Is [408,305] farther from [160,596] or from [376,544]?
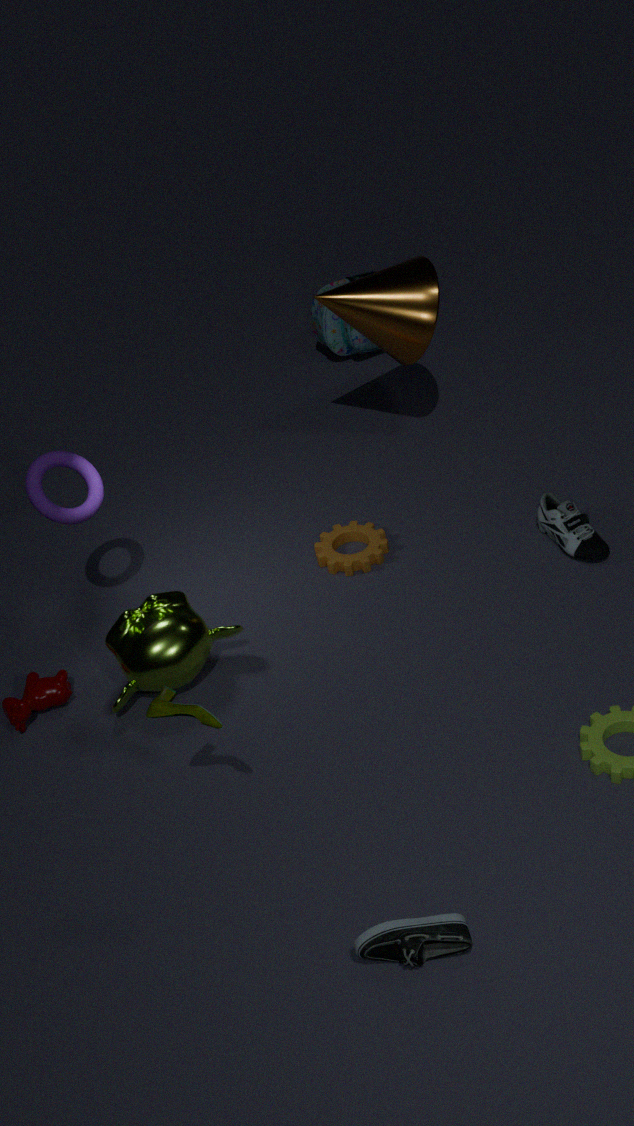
[160,596]
